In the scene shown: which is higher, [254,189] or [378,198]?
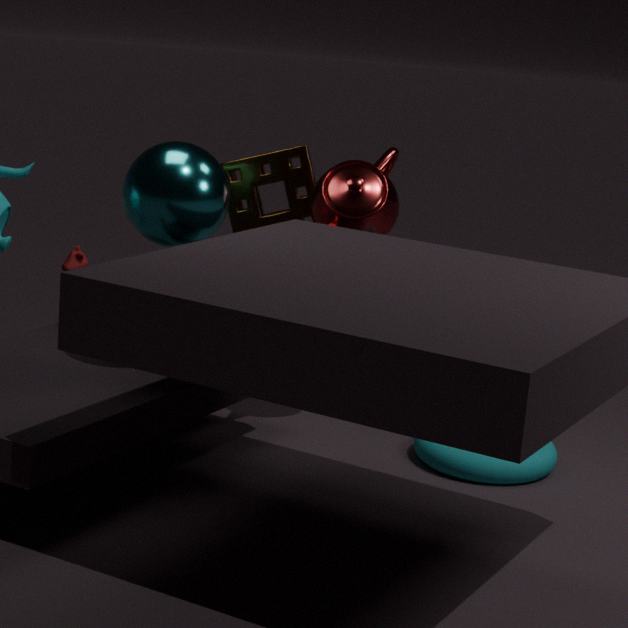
[378,198]
